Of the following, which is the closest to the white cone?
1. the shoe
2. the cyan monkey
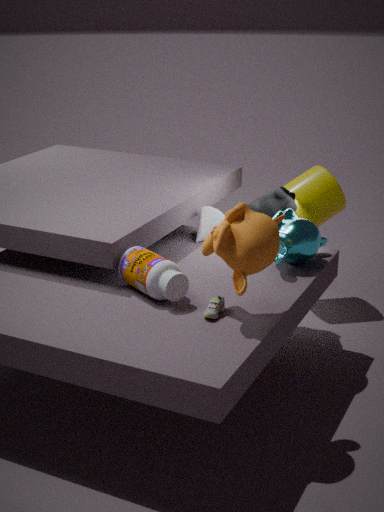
the cyan monkey
